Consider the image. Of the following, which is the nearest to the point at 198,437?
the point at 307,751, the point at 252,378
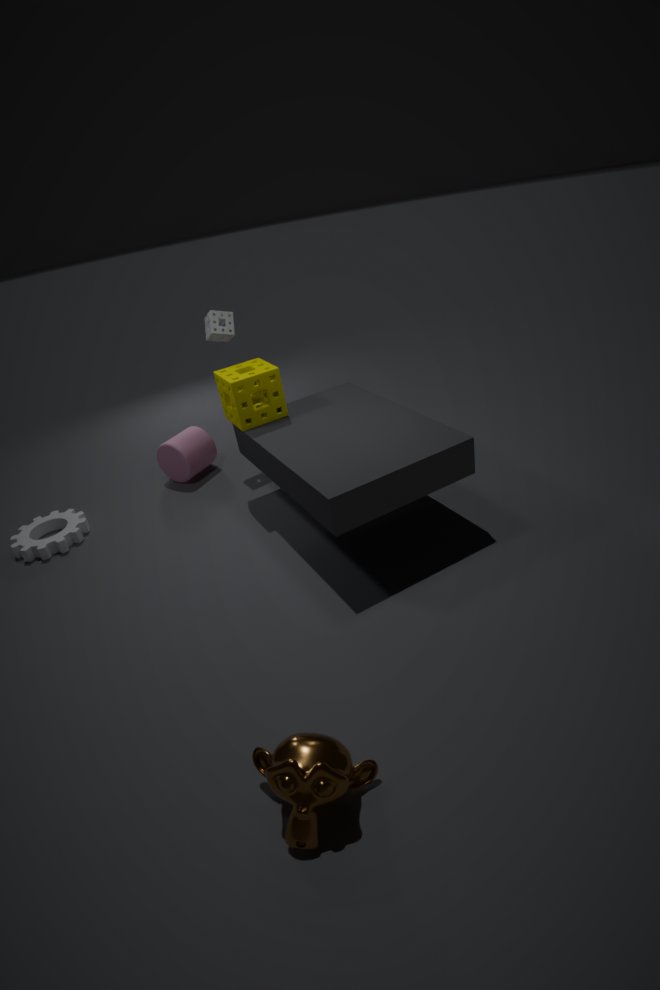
the point at 252,378
